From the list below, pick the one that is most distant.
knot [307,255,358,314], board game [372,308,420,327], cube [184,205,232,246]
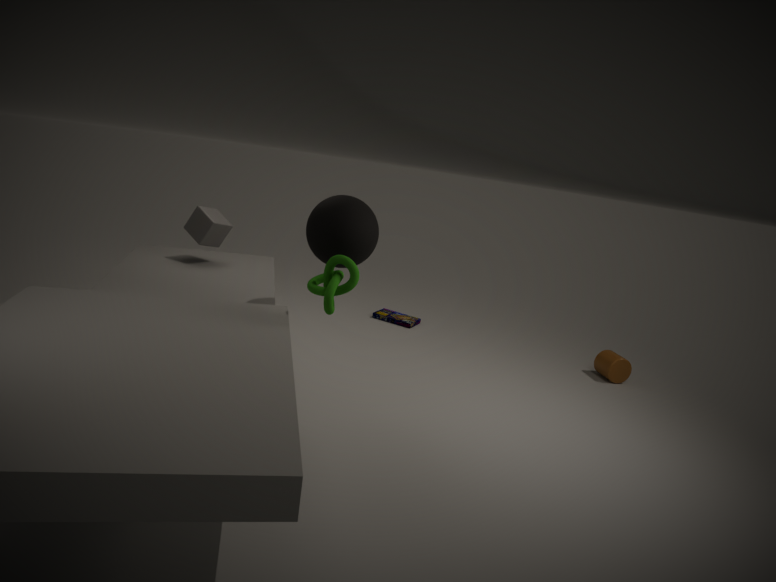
board game [372,308,420,327]
